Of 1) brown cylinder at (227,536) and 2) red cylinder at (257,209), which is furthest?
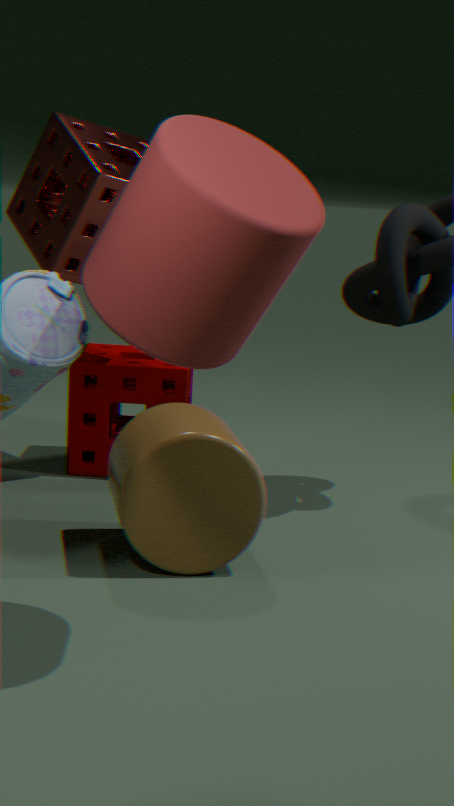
1. brown cylinder at (227,536)
